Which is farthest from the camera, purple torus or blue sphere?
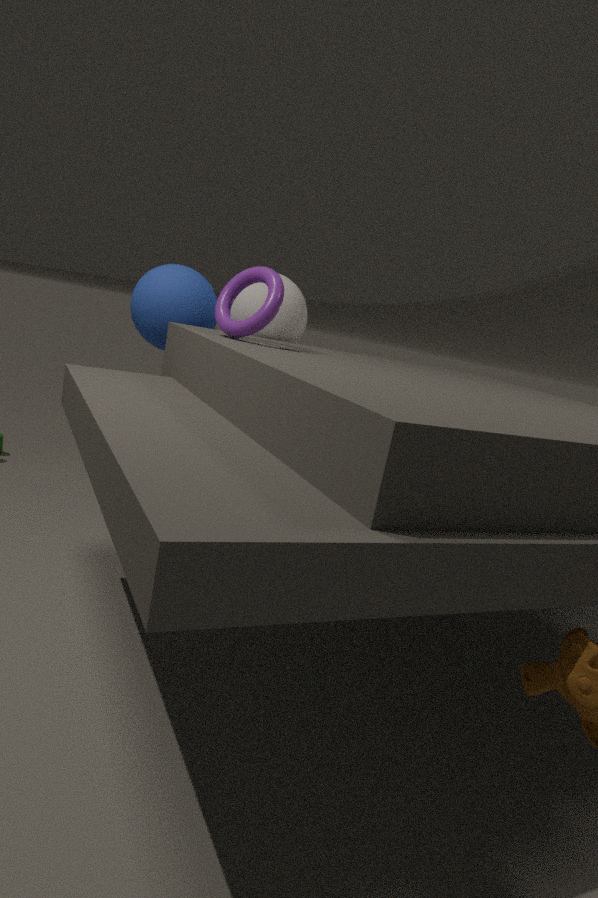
blue sphere
